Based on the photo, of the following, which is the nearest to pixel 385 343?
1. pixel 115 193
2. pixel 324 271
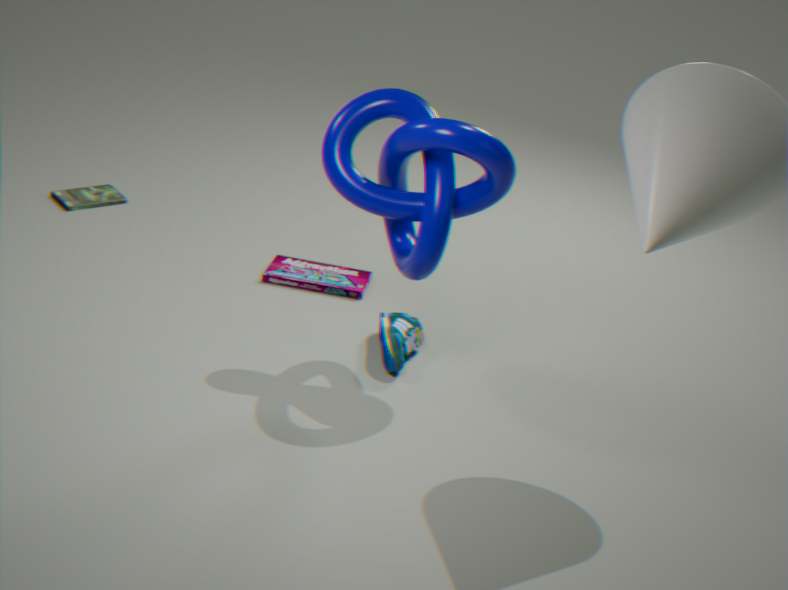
pixel 324 271
